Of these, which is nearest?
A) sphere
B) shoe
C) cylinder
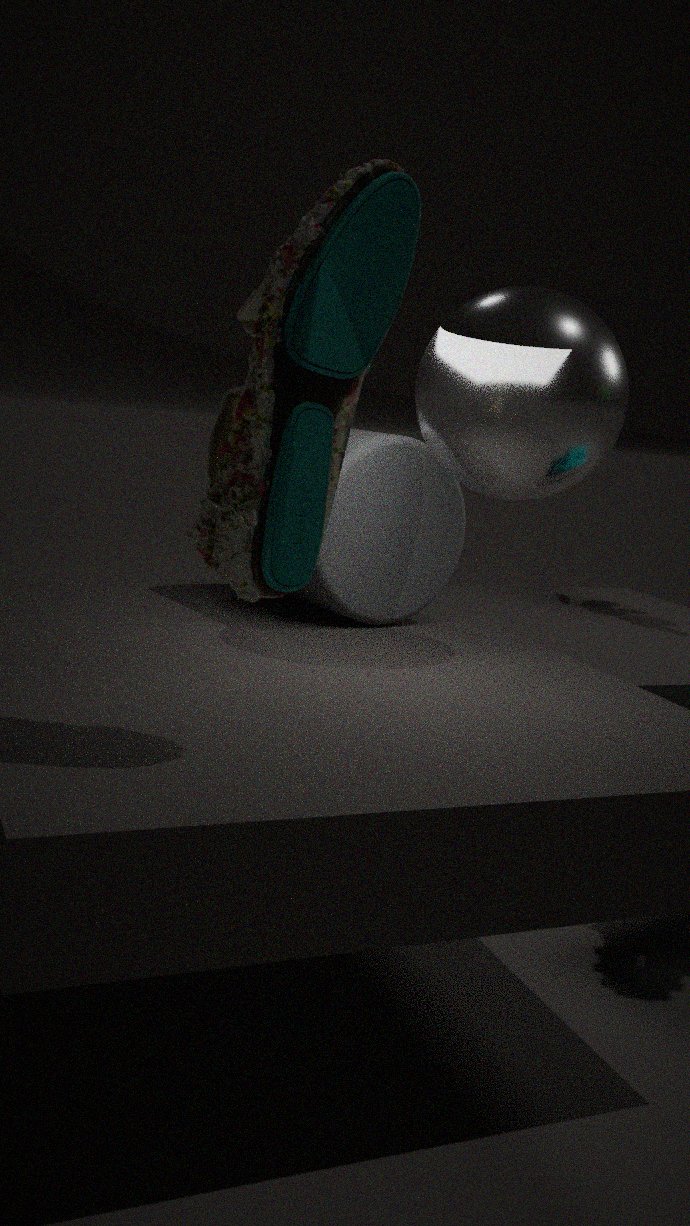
shoe
